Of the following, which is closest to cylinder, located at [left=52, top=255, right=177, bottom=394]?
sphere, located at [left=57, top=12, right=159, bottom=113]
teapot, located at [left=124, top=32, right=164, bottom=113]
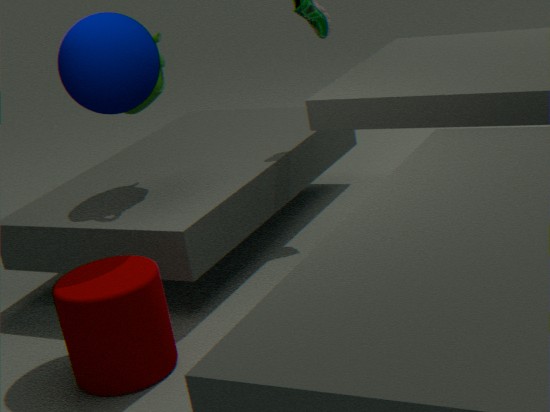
sphere, located at [left=57, top=12, right=159, bottom=113]
